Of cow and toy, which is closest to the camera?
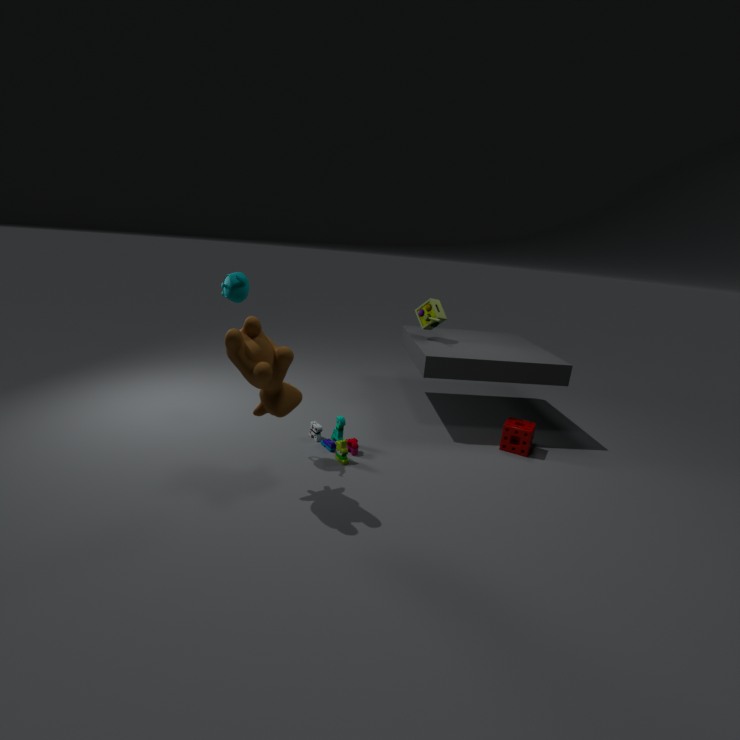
cow
